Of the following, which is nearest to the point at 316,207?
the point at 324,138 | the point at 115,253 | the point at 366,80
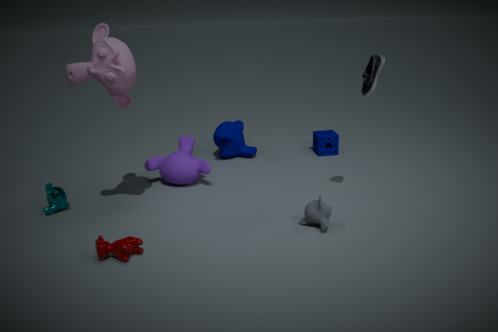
the point at 366,80
